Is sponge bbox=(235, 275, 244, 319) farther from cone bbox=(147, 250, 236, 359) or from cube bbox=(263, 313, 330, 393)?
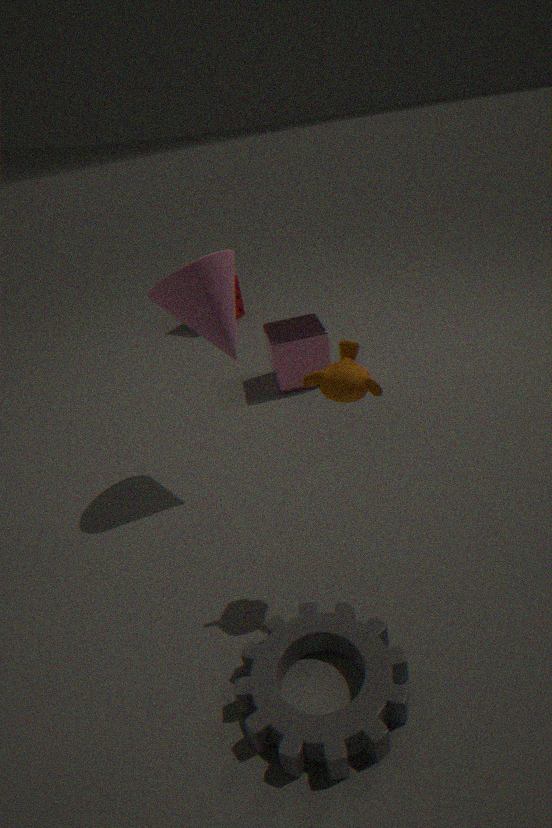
cone bbox=(147, 250, 236, 359)
